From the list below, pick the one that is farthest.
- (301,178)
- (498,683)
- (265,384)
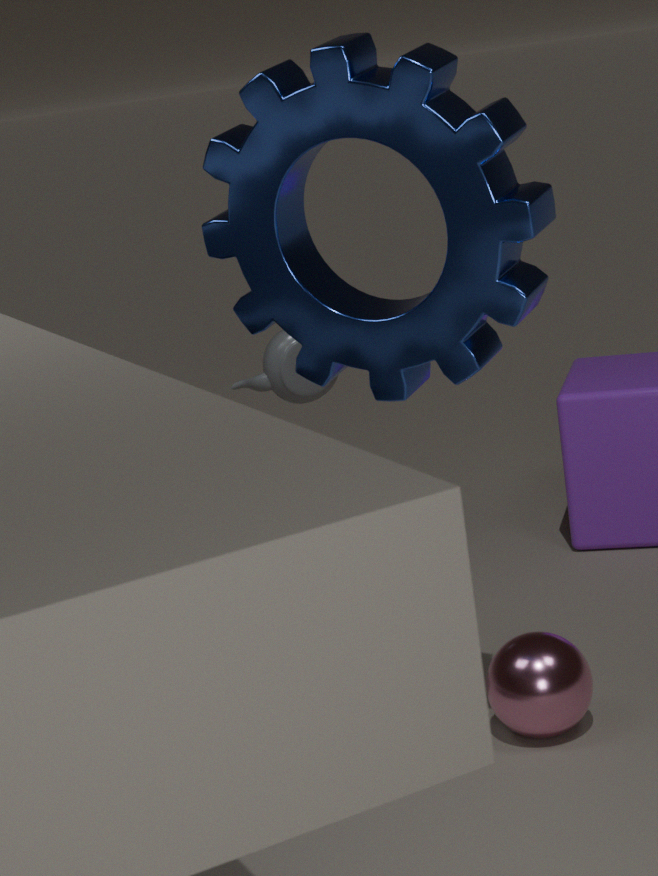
(265,384)
